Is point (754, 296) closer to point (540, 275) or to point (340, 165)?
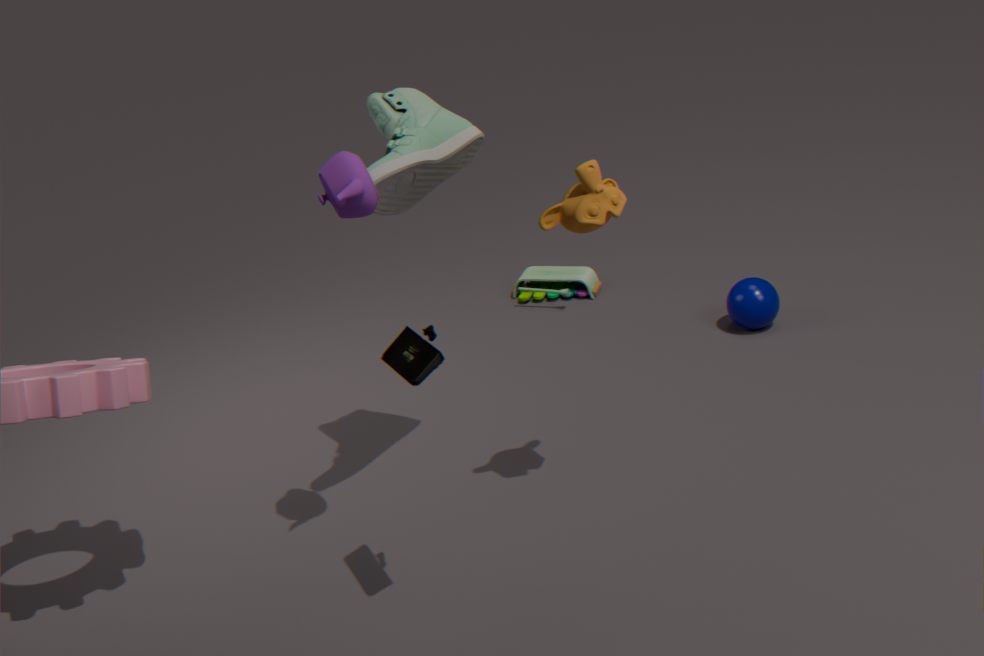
point (540, 275)
